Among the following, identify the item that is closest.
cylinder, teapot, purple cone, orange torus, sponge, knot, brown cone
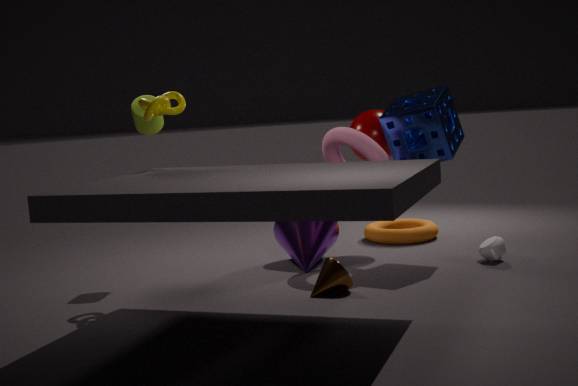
brown cone
